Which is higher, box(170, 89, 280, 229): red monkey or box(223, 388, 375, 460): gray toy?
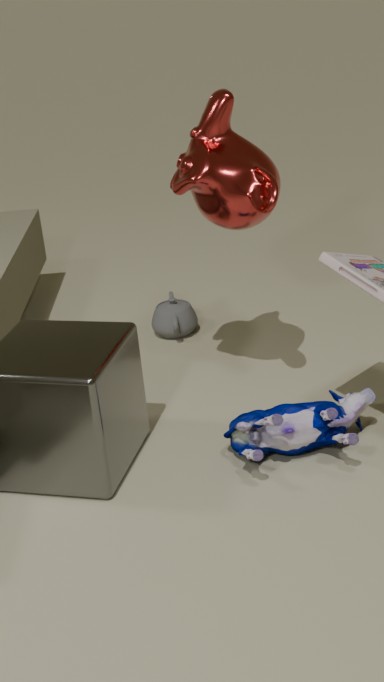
box(170, 89, 280, 229): red monkey
